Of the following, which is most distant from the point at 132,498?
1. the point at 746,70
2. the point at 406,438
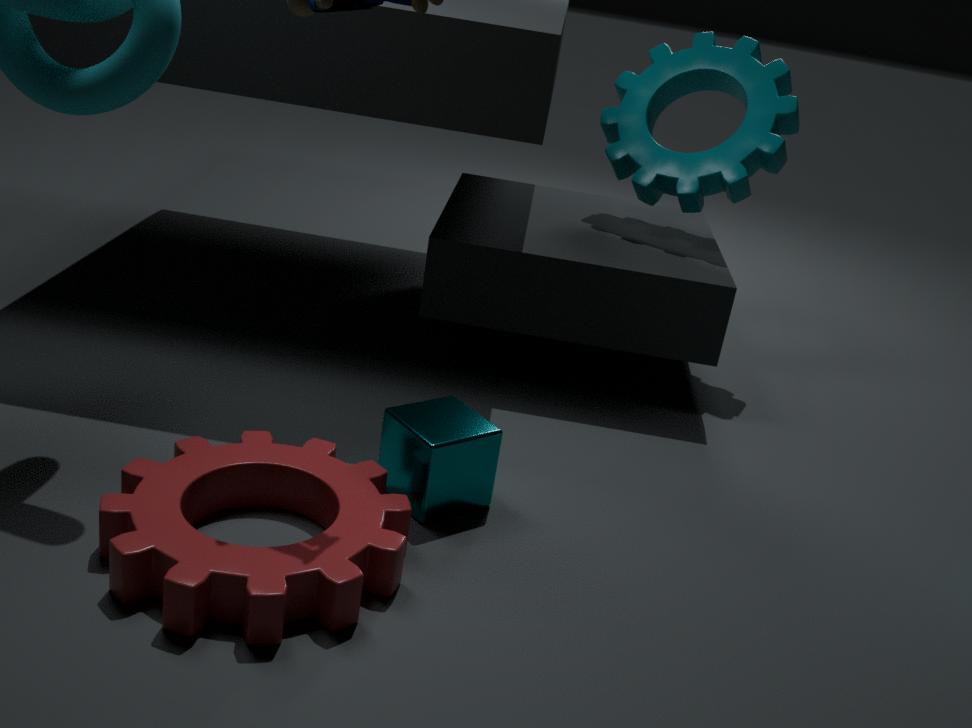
the point at 746,70
